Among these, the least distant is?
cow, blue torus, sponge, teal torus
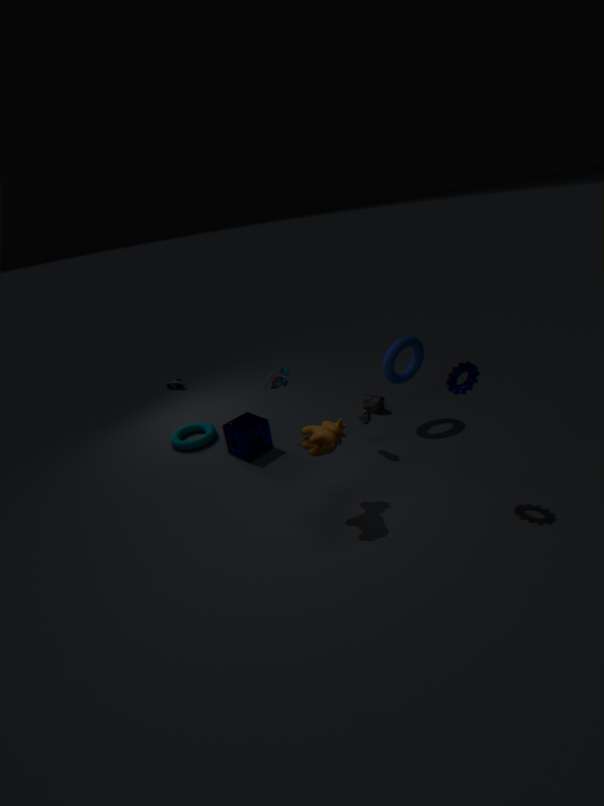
cow
